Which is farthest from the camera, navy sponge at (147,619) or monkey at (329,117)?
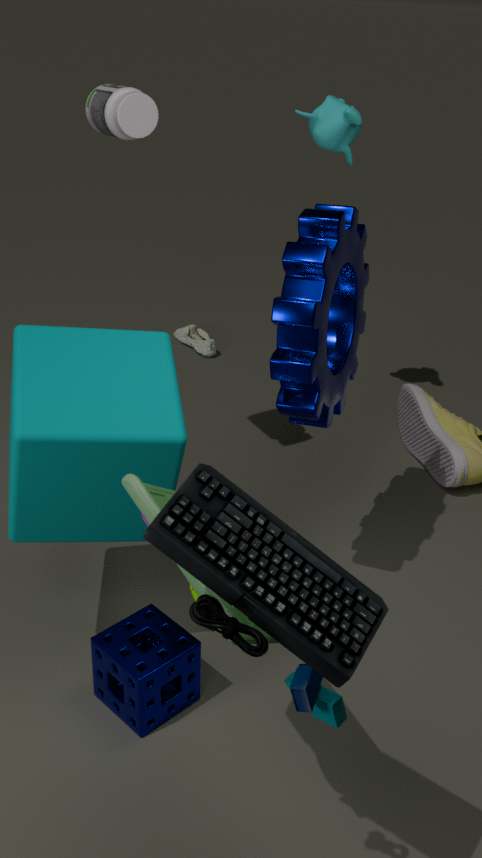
monkey at (329,117)
